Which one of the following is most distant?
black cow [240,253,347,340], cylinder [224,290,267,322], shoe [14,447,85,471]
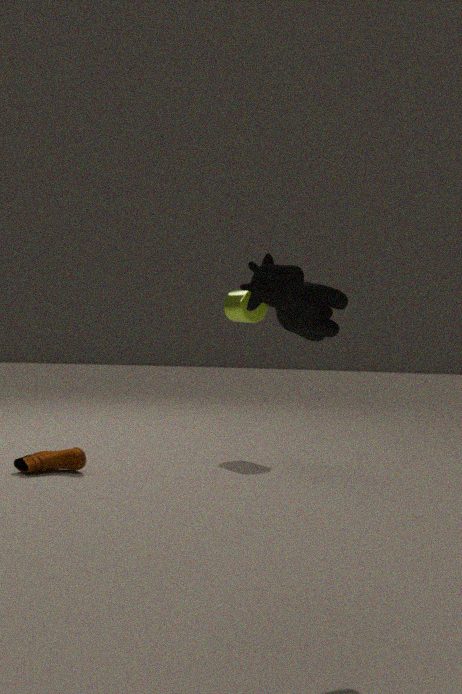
cylinder [224,290,267,322]
